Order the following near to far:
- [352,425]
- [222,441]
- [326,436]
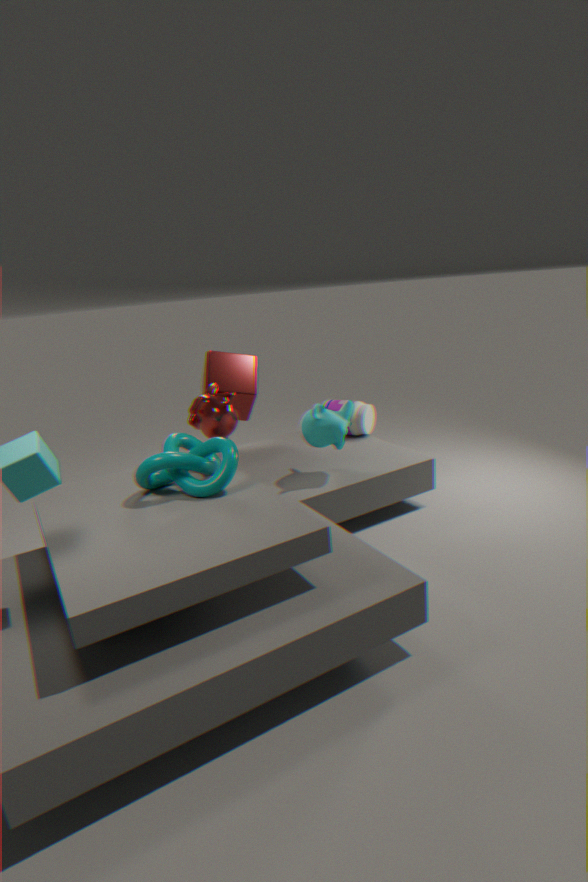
[222,441] → [326,436] → [352,425]
